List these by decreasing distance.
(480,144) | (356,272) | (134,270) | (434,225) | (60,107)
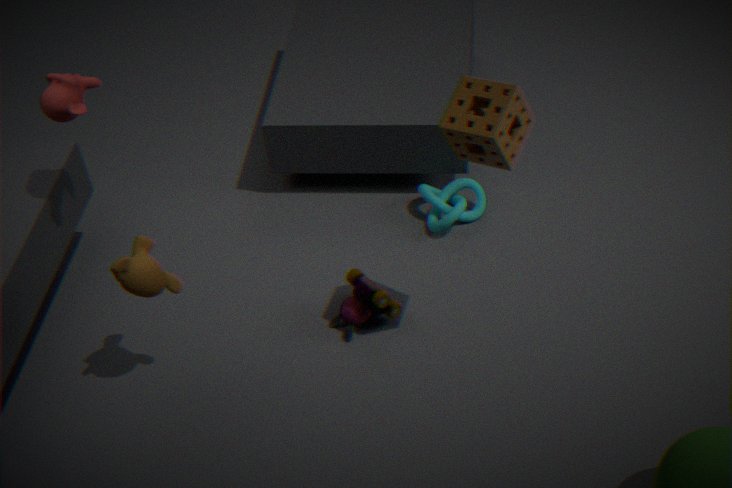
(434,225)
(356,272)
(60,107)
(134,270)
(480,144)
